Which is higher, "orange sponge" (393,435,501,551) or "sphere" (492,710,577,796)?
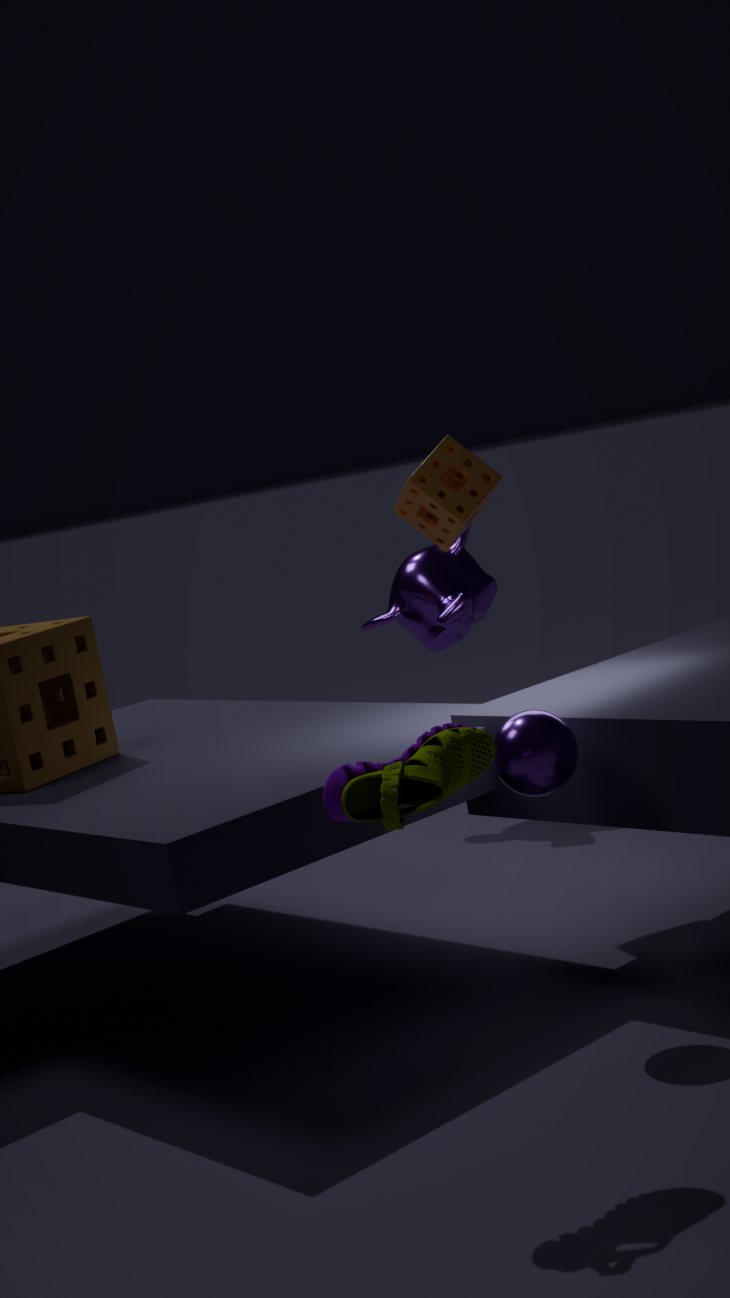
"orange sponge" (393,435,501,551)
